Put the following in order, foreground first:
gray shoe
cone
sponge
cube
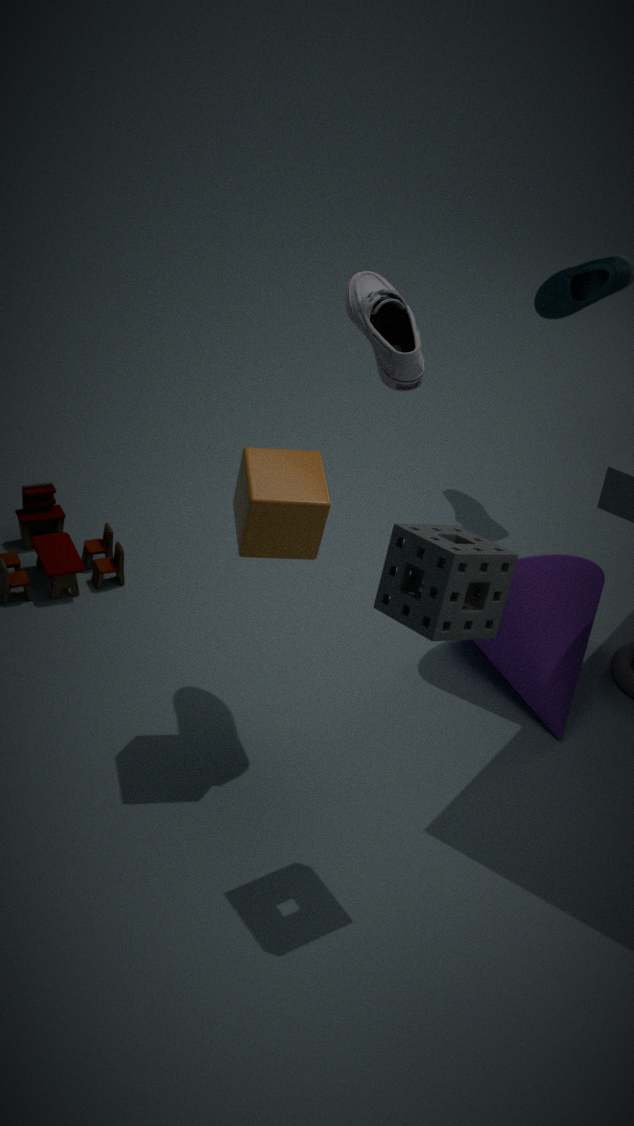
sponge
gray shoe
cube
cone
